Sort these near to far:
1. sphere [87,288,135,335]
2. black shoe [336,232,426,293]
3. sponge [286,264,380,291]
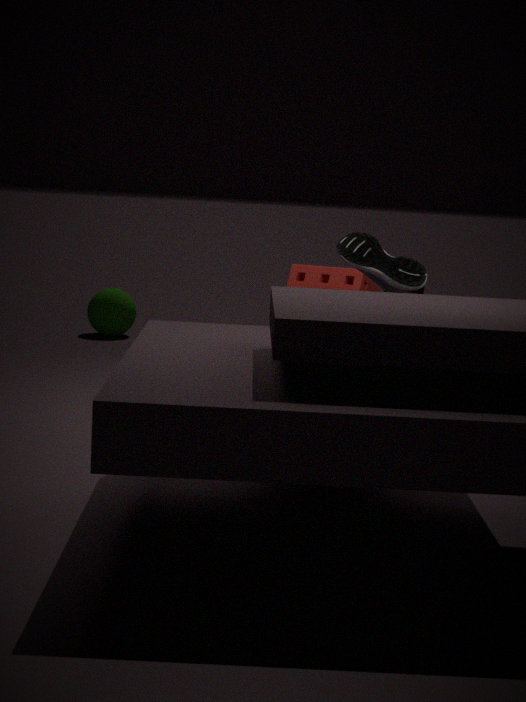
black shoe [336,232,426,293]
sponge [286,264,380,291]
sphere [87,288,135,335]
